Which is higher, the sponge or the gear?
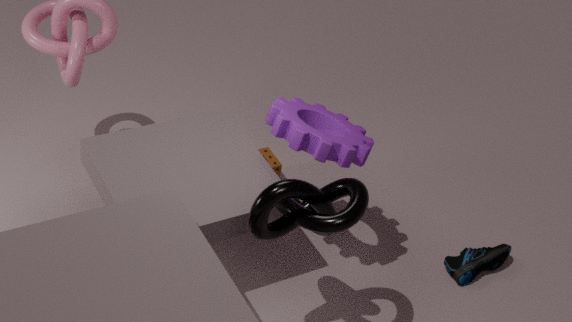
the gear
